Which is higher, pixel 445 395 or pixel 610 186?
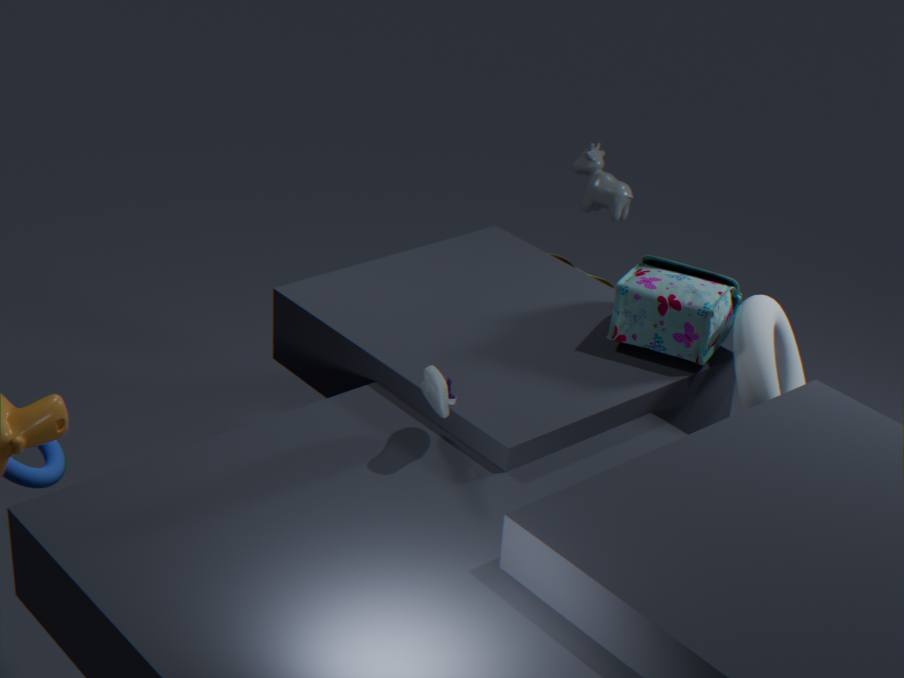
pixel 610 186
